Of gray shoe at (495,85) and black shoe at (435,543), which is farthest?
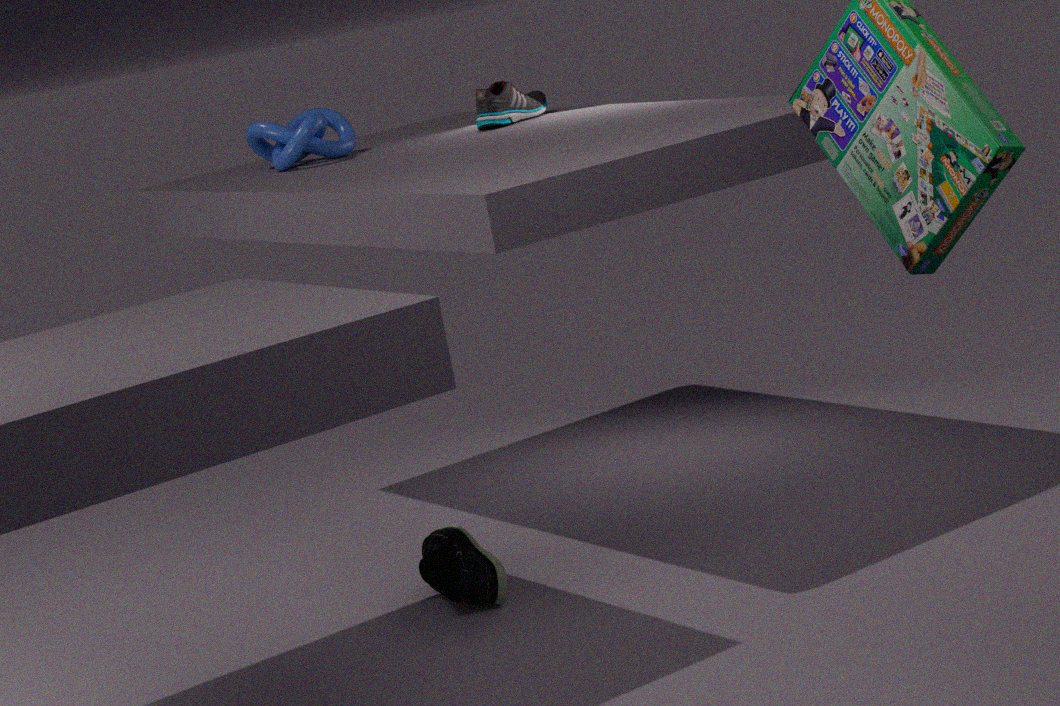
gray shoe at (495,85)
